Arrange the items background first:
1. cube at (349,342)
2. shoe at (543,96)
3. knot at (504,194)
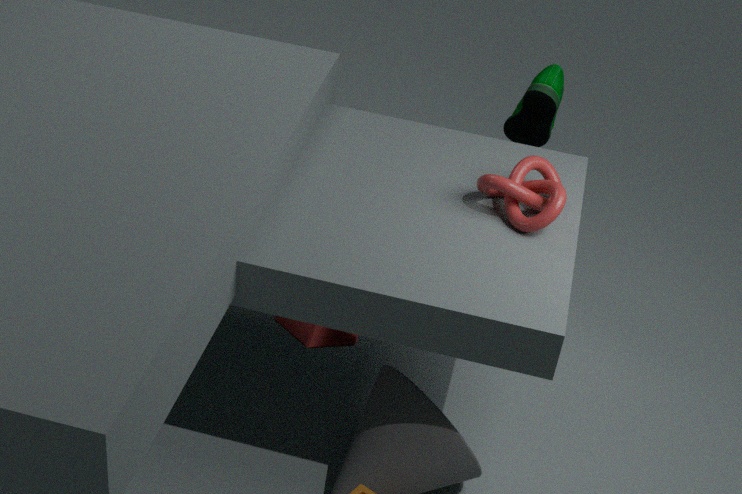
shoe at (543,96)
cube at (349,342)
knot at (504,194)
